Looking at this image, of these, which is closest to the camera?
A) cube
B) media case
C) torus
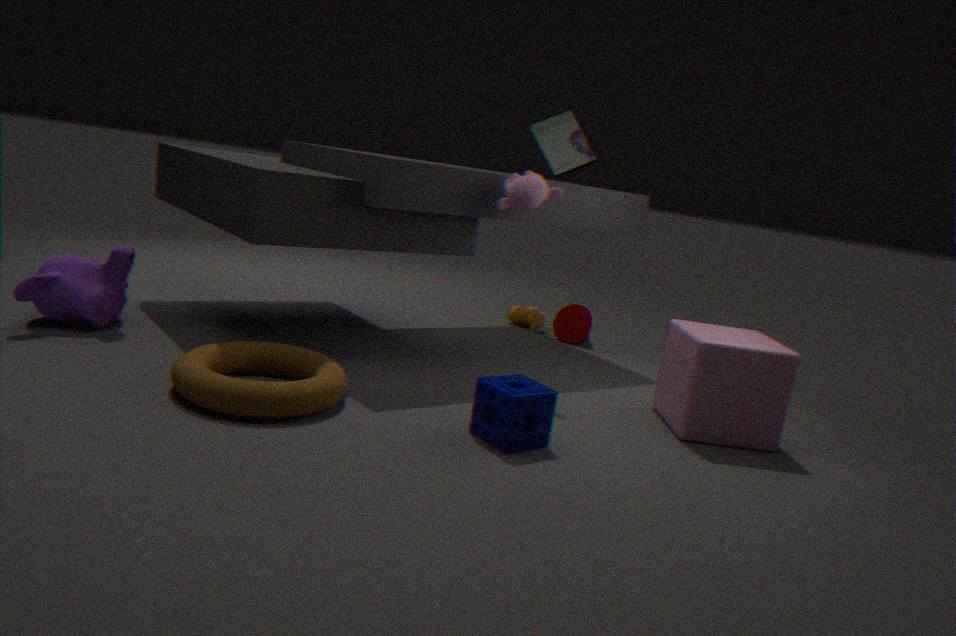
torus
